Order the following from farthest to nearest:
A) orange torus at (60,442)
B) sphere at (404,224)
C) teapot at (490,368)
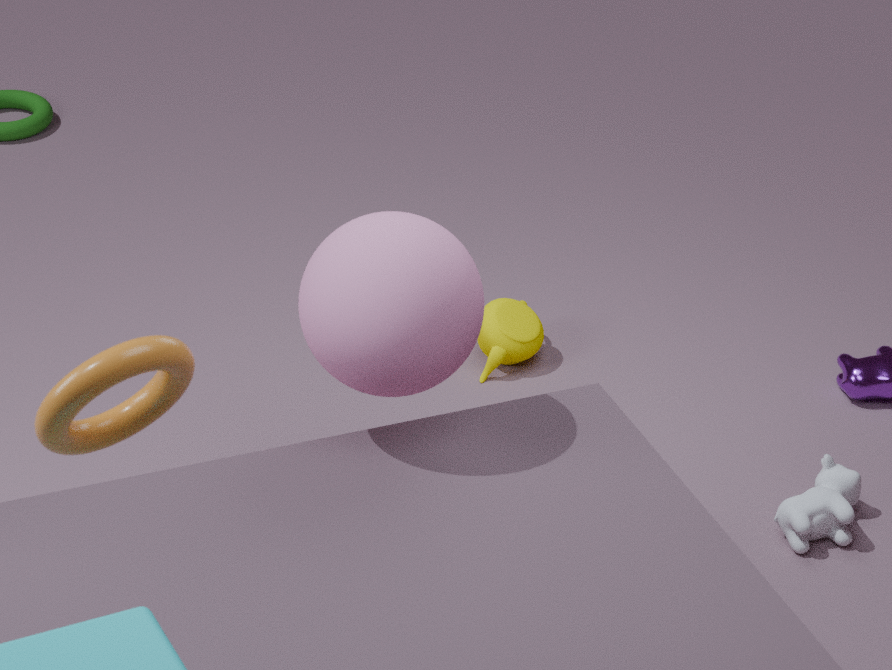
teapot at (490,368) < sphere at (404,224) < orange torus at (60,442)
